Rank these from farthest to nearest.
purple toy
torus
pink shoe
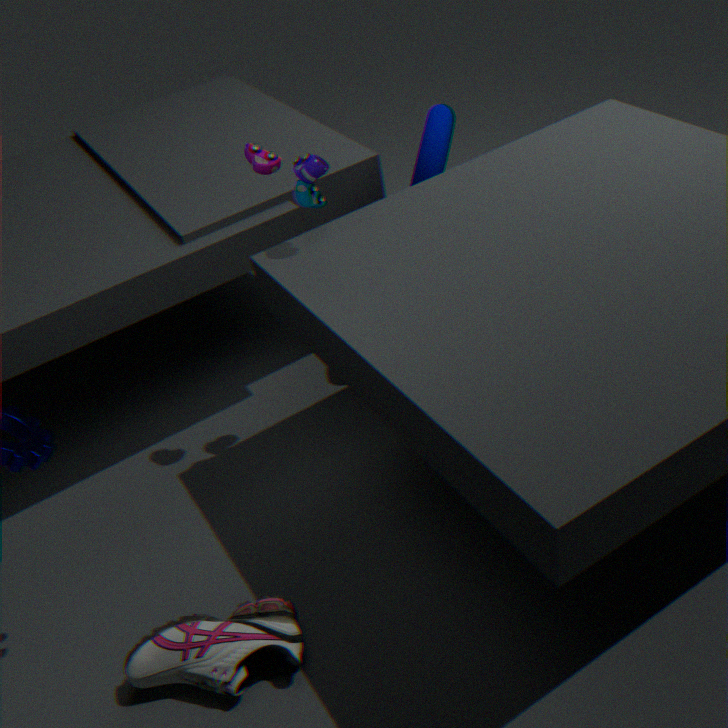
torus → purple toy → pink shoe
